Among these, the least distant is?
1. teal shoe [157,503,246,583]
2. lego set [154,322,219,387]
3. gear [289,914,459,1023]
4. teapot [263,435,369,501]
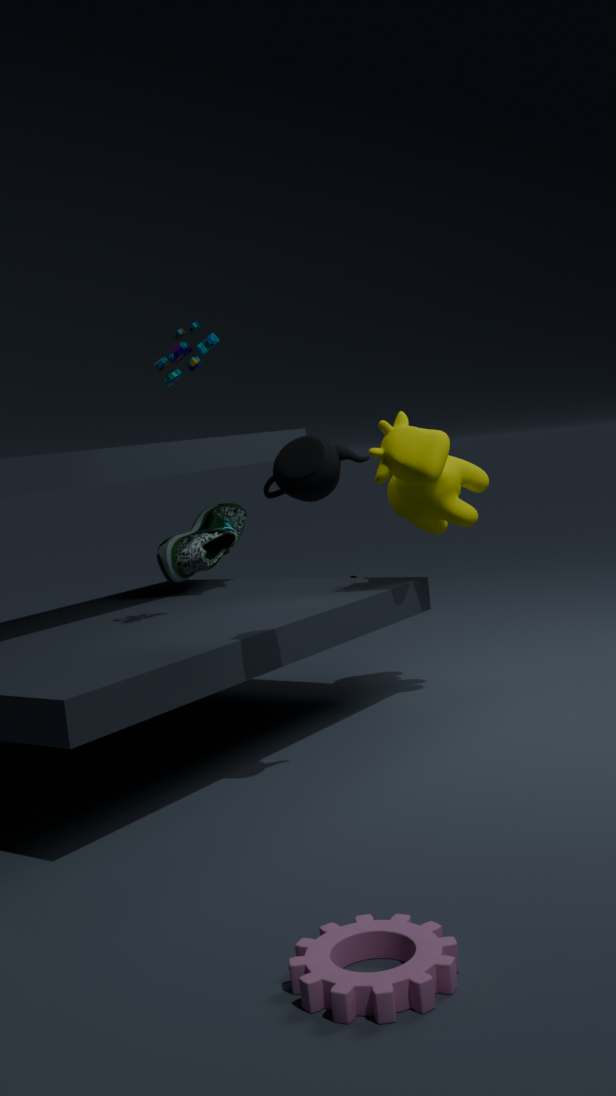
gear [289,914,459,1023]
